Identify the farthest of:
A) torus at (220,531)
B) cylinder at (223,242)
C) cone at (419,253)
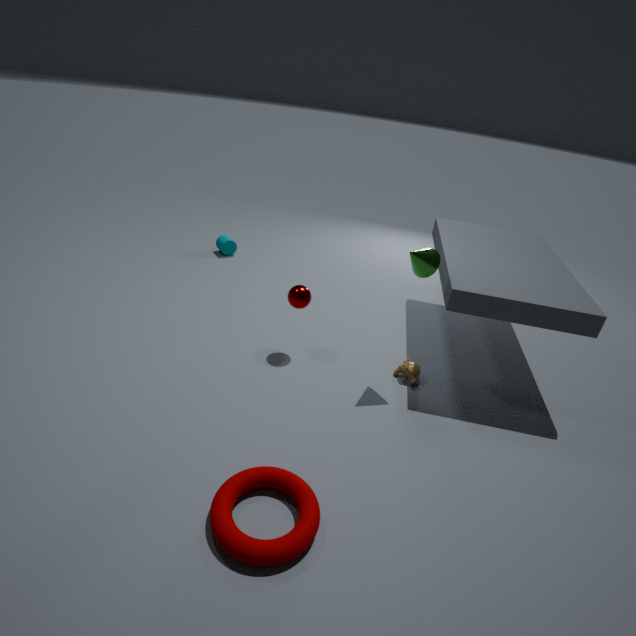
B. cylinder at (223,242)
